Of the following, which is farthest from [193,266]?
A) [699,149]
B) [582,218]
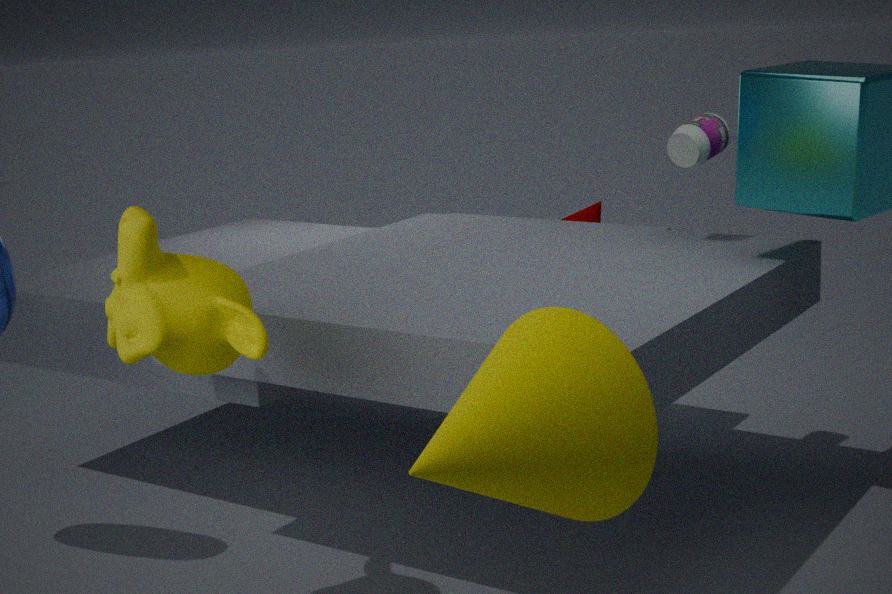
[582,218]
